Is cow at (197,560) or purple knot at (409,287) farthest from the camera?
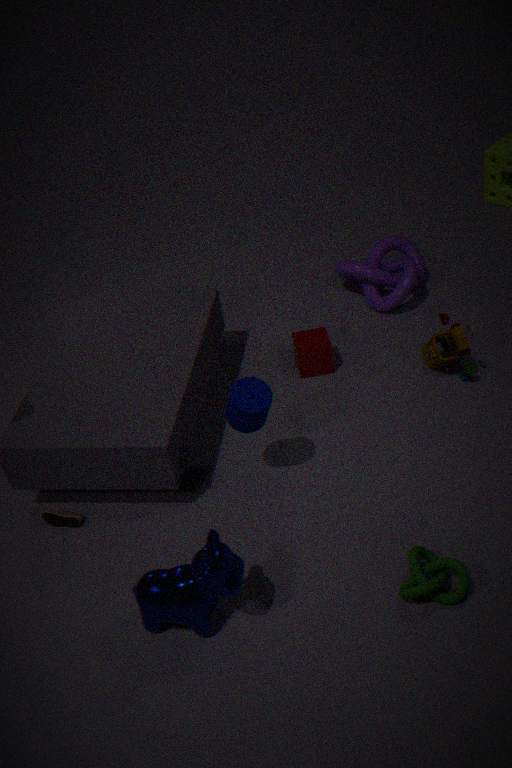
purple knot at (409,287)
